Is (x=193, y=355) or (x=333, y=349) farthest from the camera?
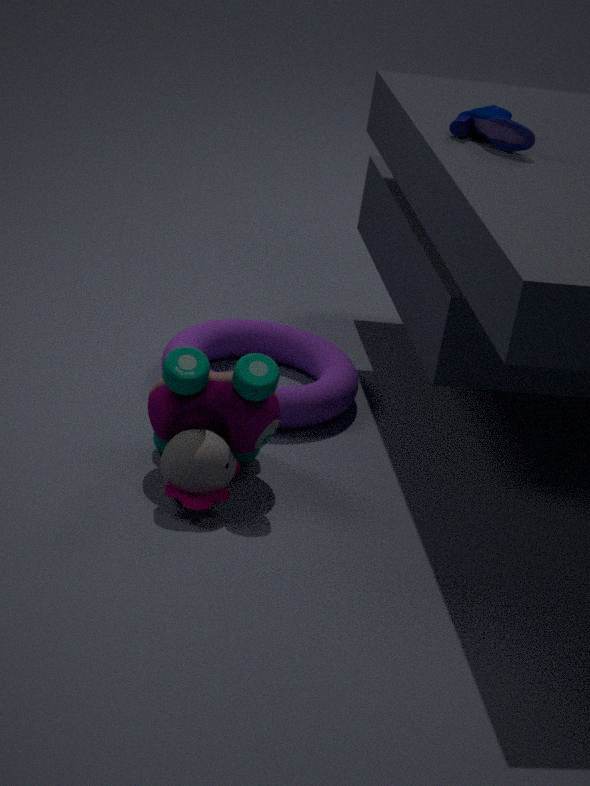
(x=333, y=349)
